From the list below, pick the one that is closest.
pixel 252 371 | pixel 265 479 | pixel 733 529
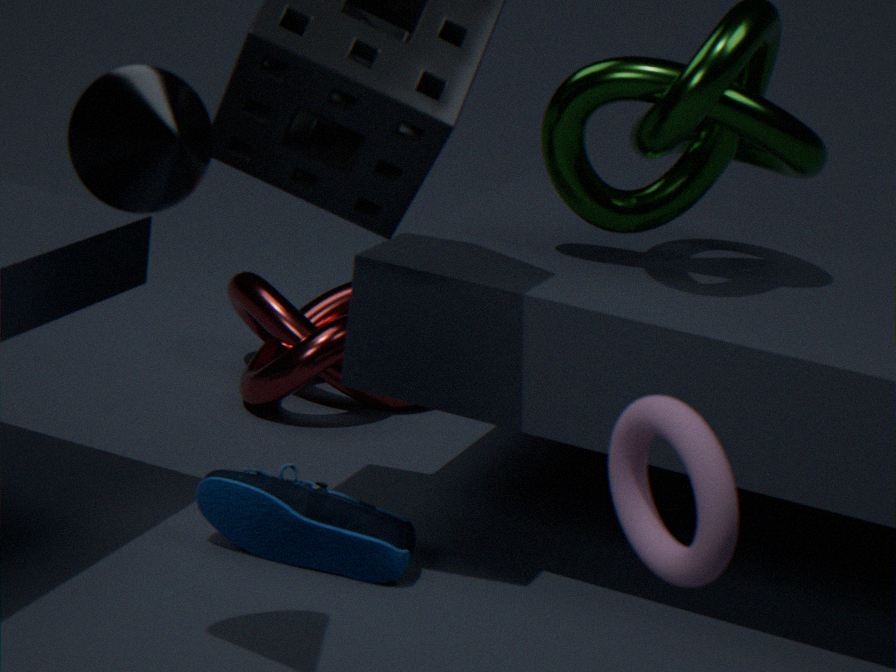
pixel 733 529
